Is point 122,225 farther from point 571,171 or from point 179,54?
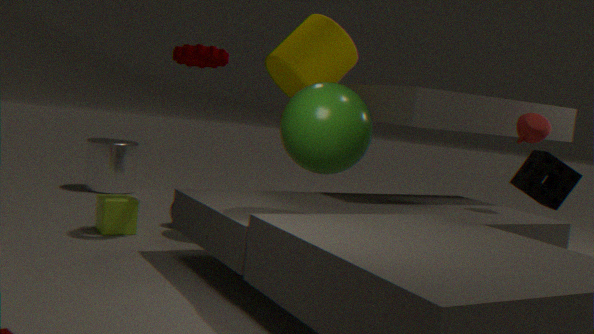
point 571,171
